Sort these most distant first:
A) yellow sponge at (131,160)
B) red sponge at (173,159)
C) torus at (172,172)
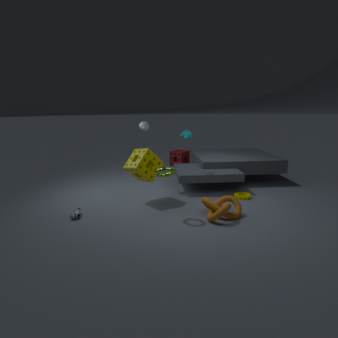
red sponge at (173,159) < yellow sponge at (131,160) < torus at (172,172)
